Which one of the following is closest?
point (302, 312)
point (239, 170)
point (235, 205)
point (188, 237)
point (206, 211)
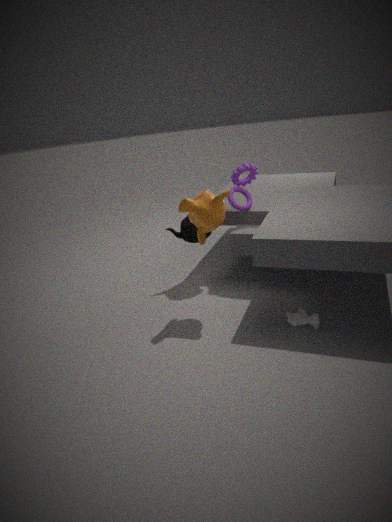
point (302, 312)
